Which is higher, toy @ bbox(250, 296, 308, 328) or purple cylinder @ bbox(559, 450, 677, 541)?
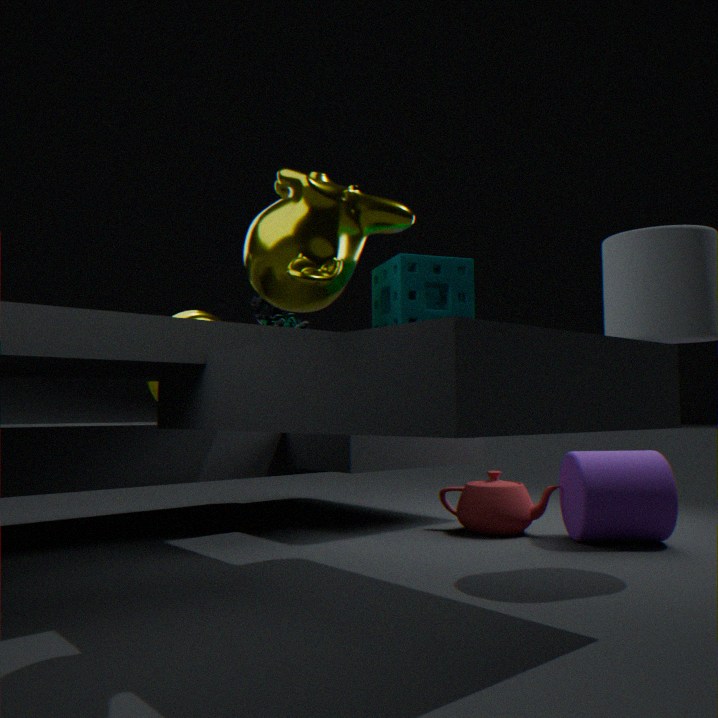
toy @ bbox(250, 296, 308, 328)
